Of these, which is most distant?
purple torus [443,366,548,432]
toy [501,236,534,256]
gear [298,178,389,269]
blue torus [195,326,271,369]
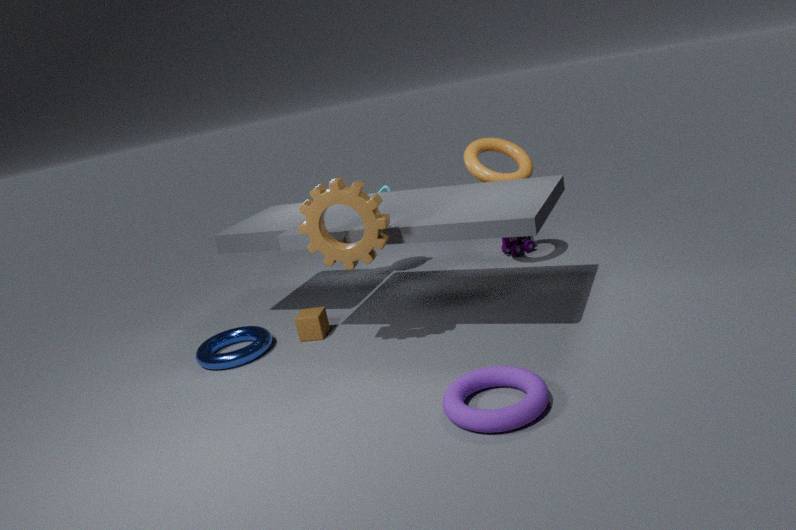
toy [501,236,534,256]
